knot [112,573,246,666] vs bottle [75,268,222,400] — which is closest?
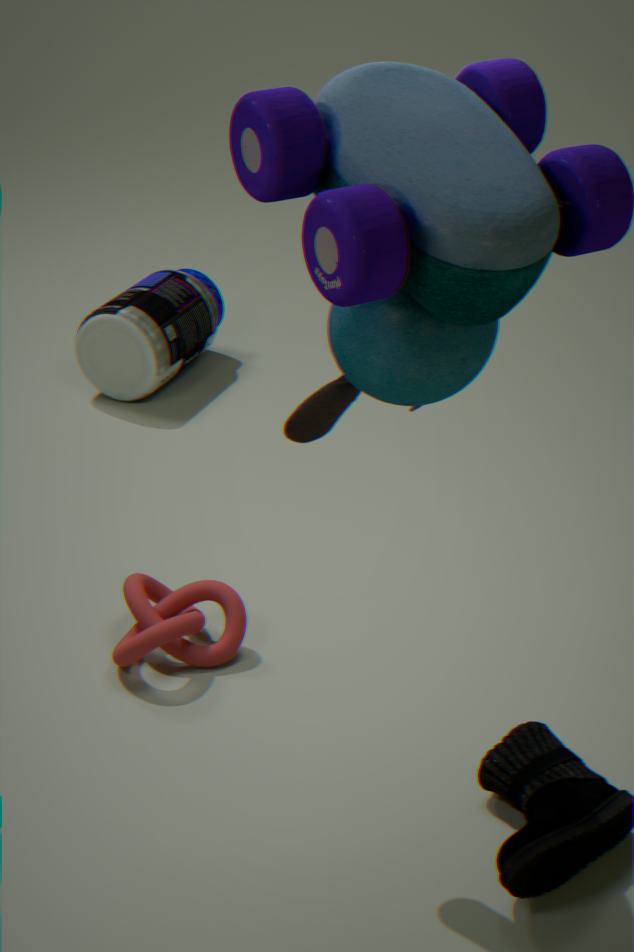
knot [112,573,246,666]
